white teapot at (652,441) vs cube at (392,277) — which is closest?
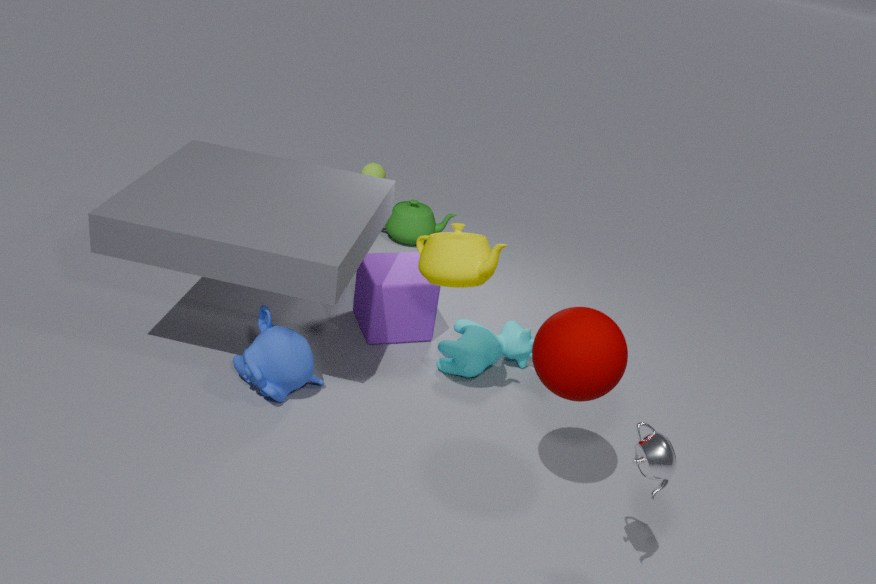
white teapot at (652,441)
